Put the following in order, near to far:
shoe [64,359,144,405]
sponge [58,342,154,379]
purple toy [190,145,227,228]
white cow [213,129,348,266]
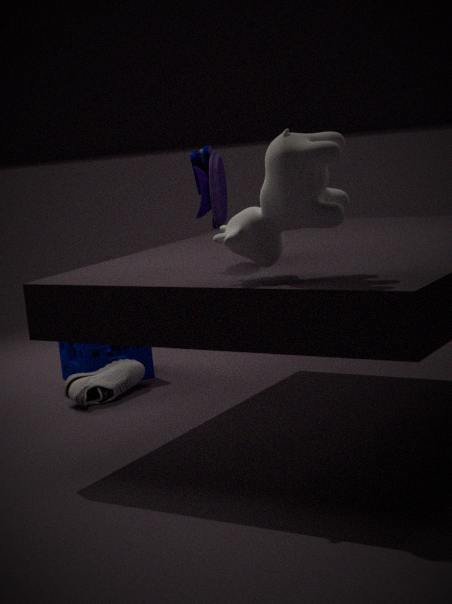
white cow [213,129,348,266]
purple toy [190,145,227,228]
shoe [64,359,144,405]
sponge [58,342,154,379]
